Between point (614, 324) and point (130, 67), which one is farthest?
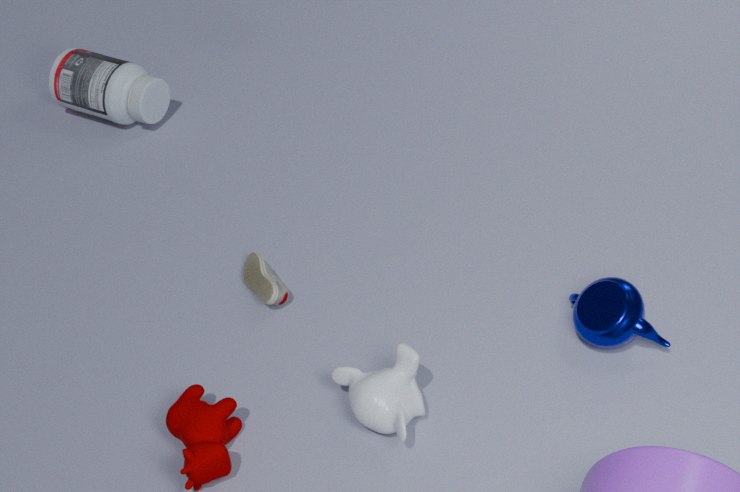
point (130, 67)
